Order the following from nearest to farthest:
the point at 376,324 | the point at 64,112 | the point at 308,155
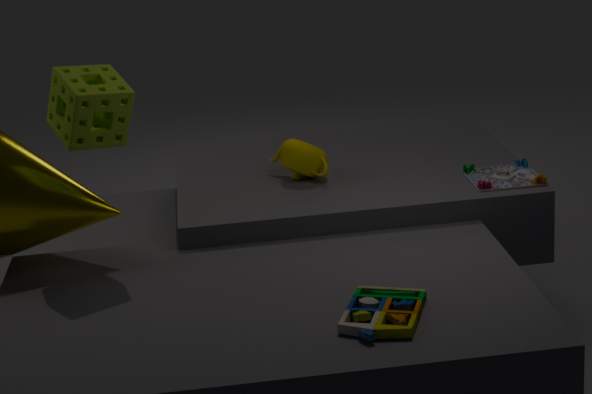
the point at 376,324 → the point at 64,112 → the point at 308,155
